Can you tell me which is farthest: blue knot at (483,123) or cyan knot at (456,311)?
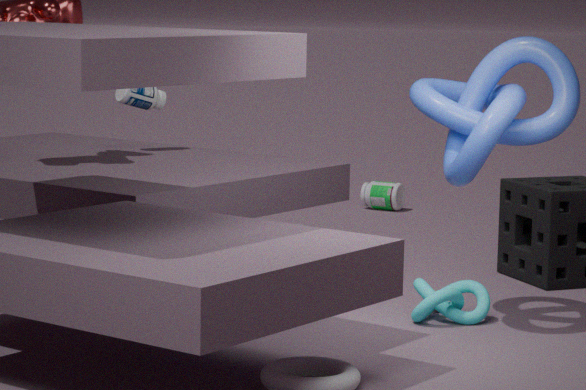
cyan knot at (456,311)
